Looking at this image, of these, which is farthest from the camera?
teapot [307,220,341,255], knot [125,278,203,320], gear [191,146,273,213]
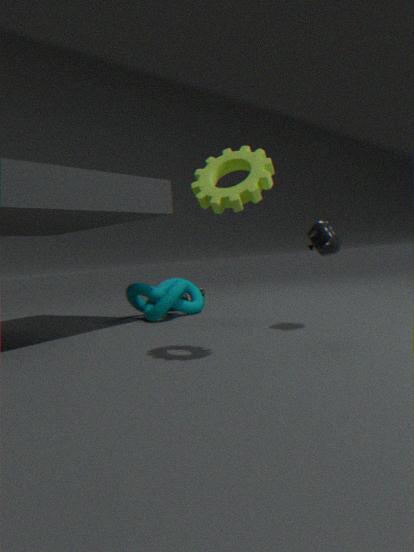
knot [125,278,203,320]
